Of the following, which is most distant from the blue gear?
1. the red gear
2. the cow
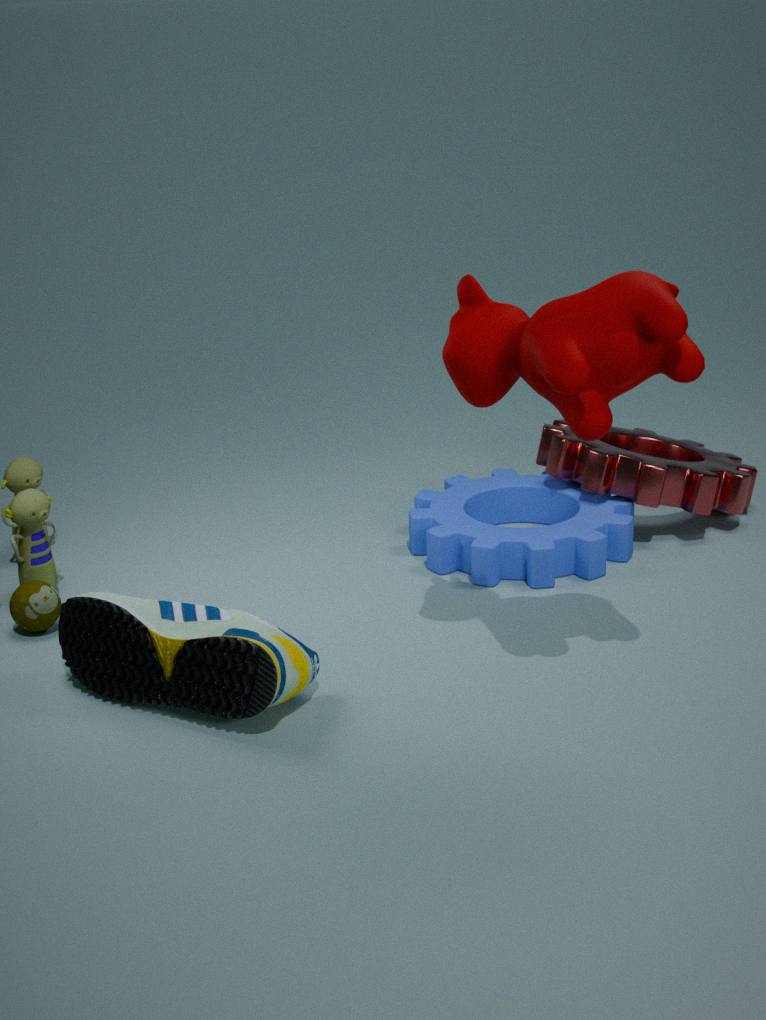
the cow
